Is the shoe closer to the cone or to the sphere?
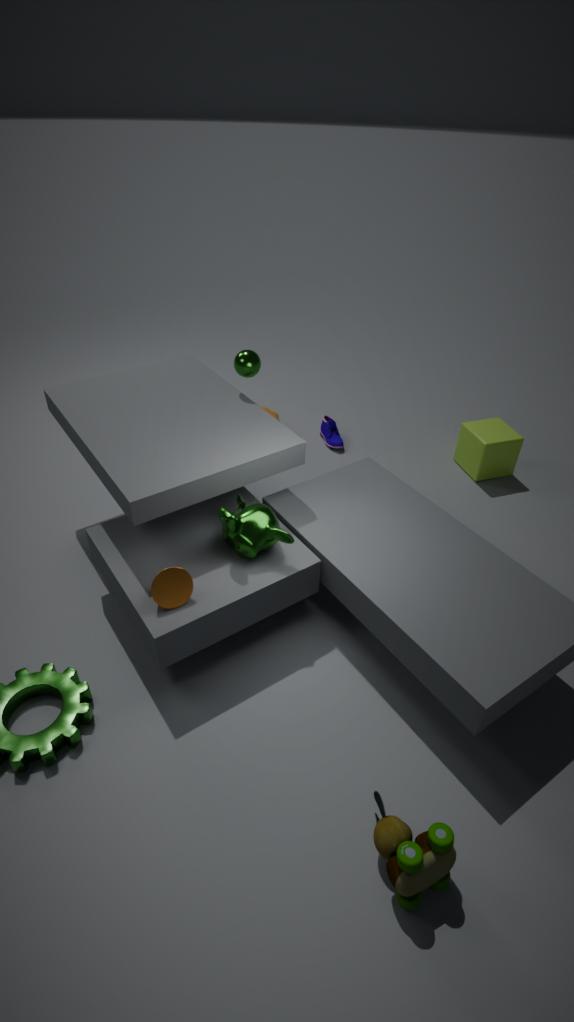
the sphere
